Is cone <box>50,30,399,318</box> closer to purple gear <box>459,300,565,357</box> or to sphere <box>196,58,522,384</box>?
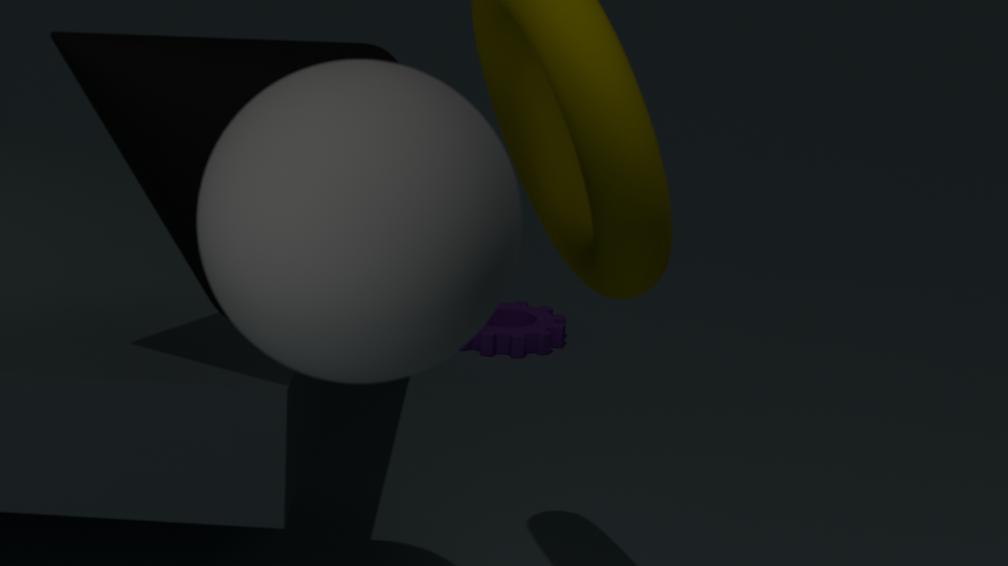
sphere <box>196,58,522,384</box>
